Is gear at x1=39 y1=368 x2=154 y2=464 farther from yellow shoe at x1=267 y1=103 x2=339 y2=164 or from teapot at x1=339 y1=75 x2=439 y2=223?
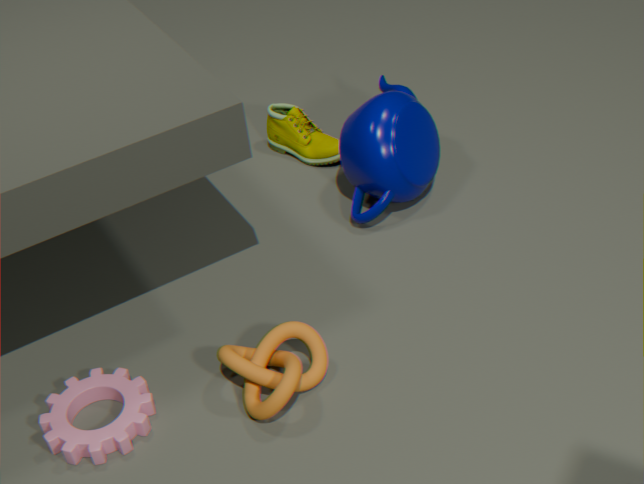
yellow shoe at x1=267 y1=103 x2=339 y2=164
